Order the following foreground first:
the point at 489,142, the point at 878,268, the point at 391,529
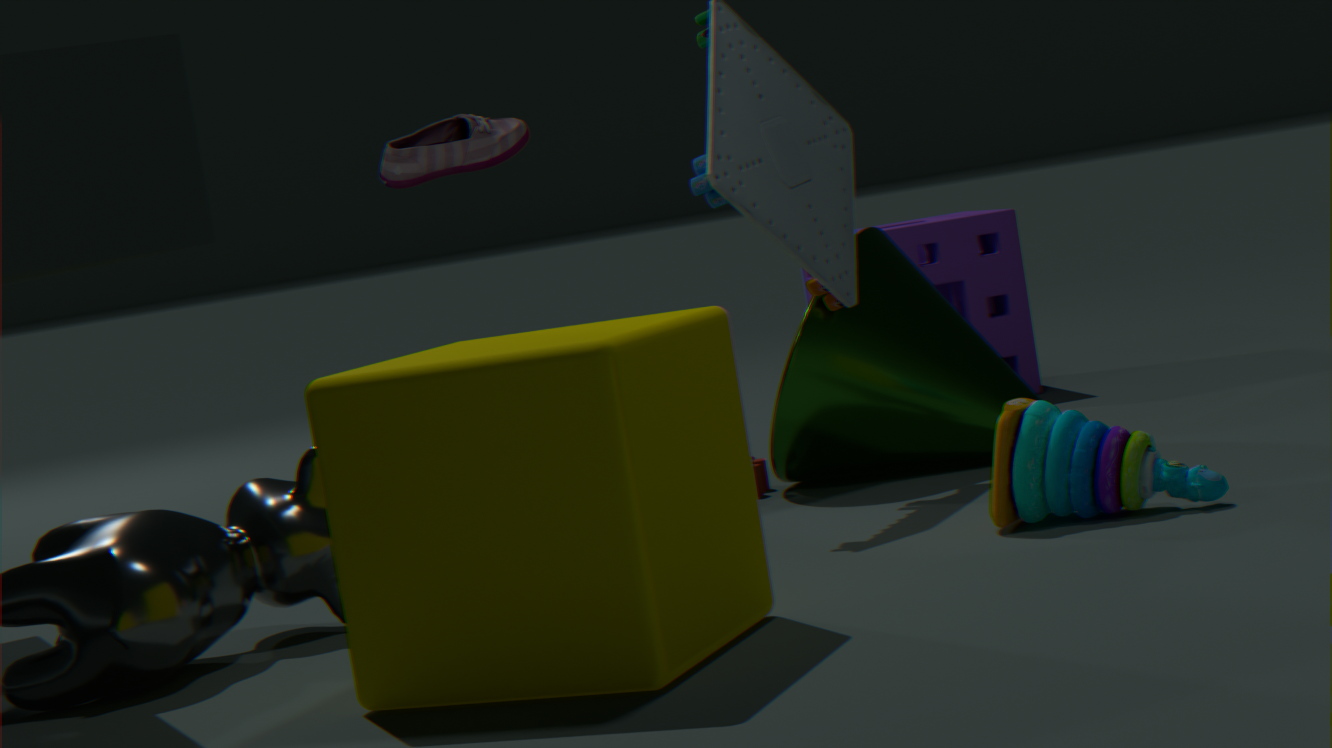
the point at 391,529
the point at 878,268
the point at 489,142
